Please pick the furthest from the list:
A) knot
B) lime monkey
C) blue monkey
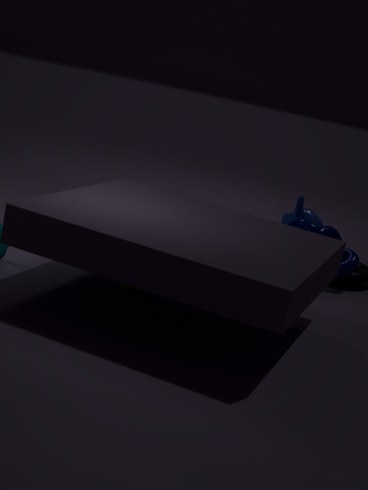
blue monkey
